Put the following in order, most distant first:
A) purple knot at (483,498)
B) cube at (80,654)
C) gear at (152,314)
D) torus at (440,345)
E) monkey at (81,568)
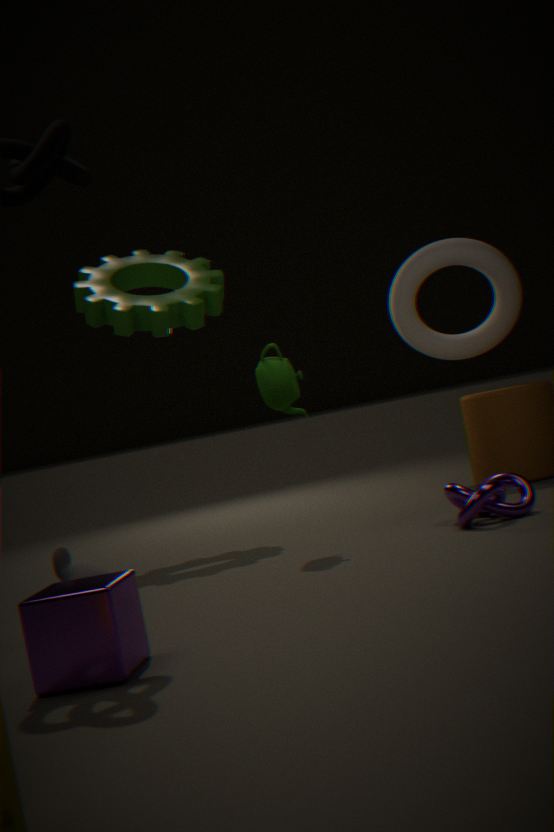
torus at (440,345) → gear at (152,314) → purple knot at (483,498) → monkey at (81,568) → cube at (80,654)
